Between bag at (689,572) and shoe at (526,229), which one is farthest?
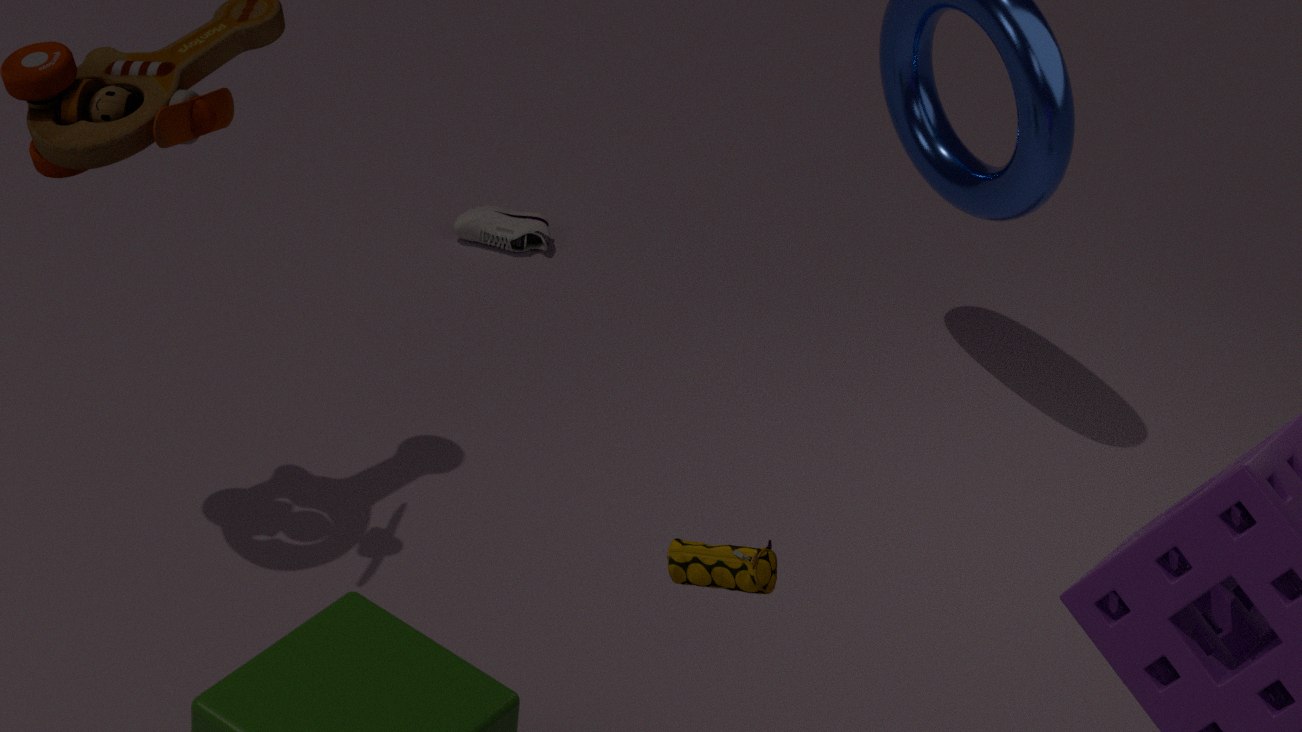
shoe at (526,229)
